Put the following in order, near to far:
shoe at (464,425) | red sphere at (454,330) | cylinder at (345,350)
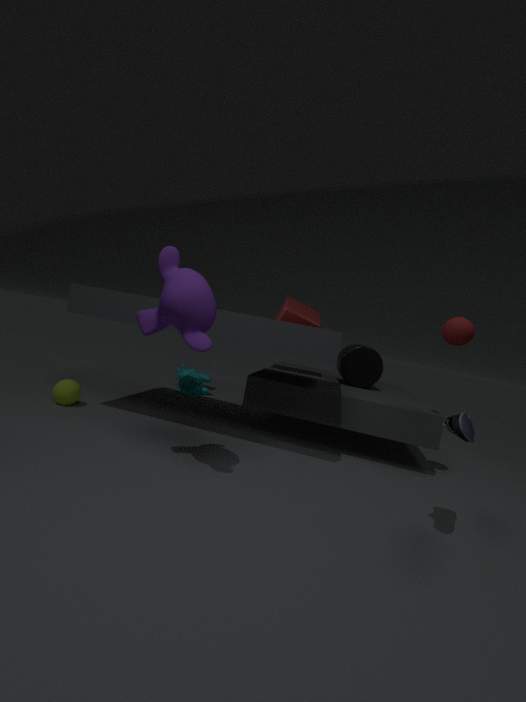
shoe at (464,425) < red sphere at (454,330) < cylinder at (345,350)
